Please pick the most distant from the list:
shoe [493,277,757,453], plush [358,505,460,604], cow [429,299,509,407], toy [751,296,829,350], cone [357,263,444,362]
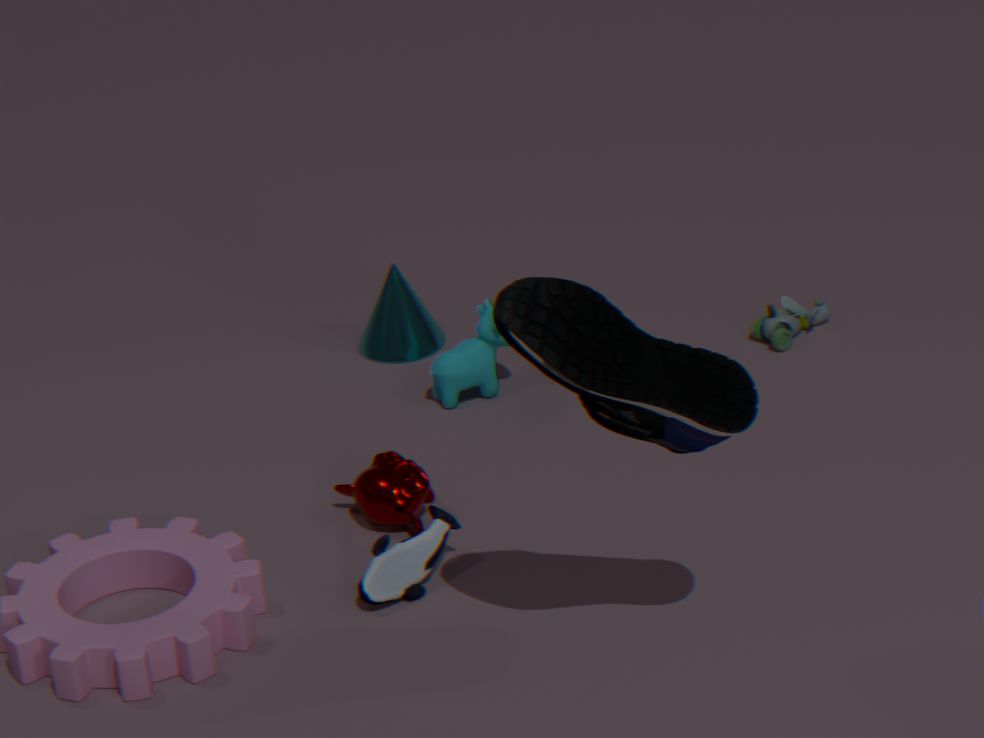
cone [357,263,444,362]
